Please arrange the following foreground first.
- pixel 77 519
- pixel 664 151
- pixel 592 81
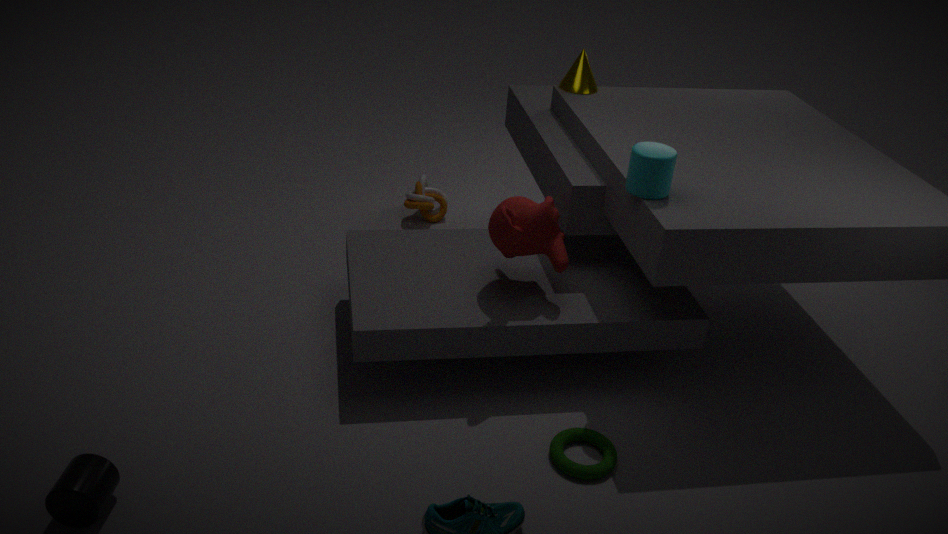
pixel 77 519, pixel 664 151, pixel 592 81
